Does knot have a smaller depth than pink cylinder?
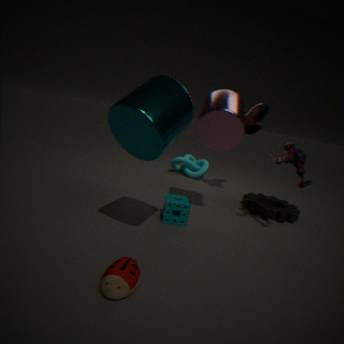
No
